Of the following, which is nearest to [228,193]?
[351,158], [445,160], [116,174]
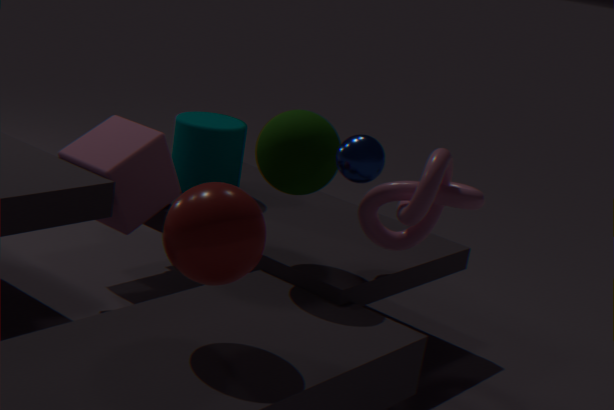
[351,158]
